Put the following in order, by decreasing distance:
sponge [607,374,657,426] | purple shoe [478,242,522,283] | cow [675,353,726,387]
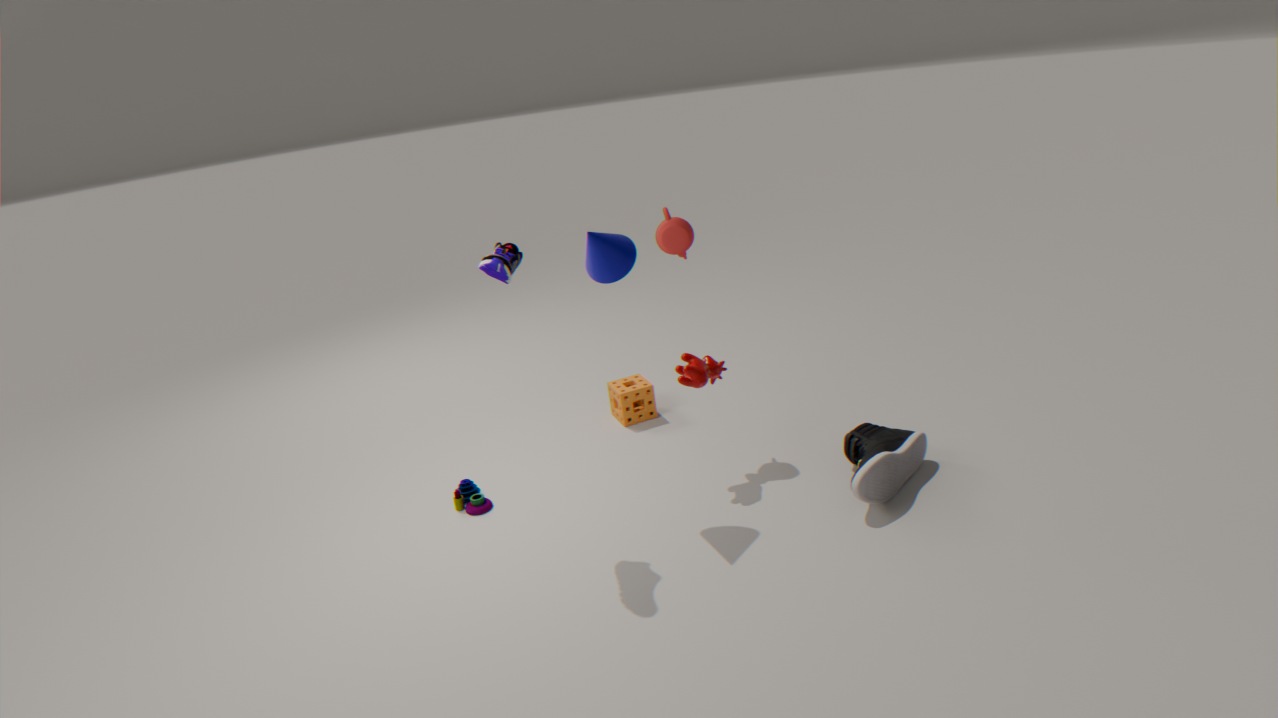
sponge [607,374,657,426] → cow [675,353,726,387] → purple shoe [478,242,522,283]
